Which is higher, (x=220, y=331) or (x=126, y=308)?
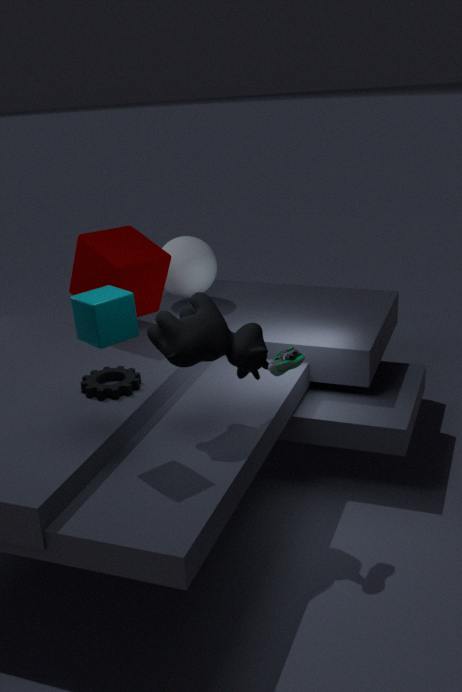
(x=126, y=308)
